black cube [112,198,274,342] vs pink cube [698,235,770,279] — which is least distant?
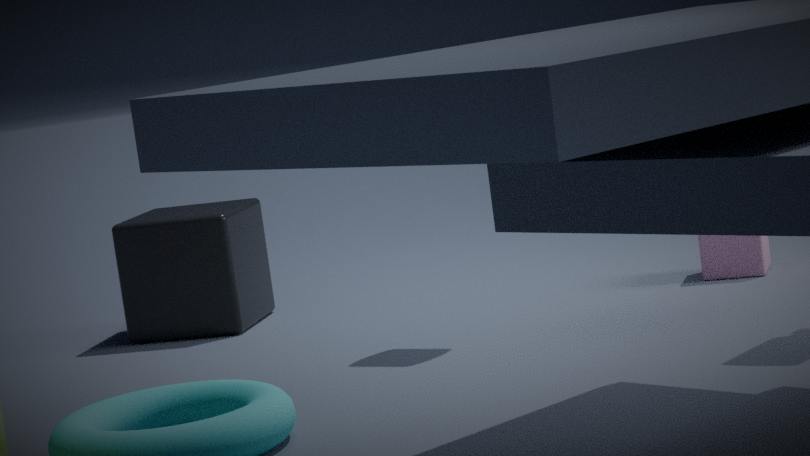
pink cube [698,235,770,279]
